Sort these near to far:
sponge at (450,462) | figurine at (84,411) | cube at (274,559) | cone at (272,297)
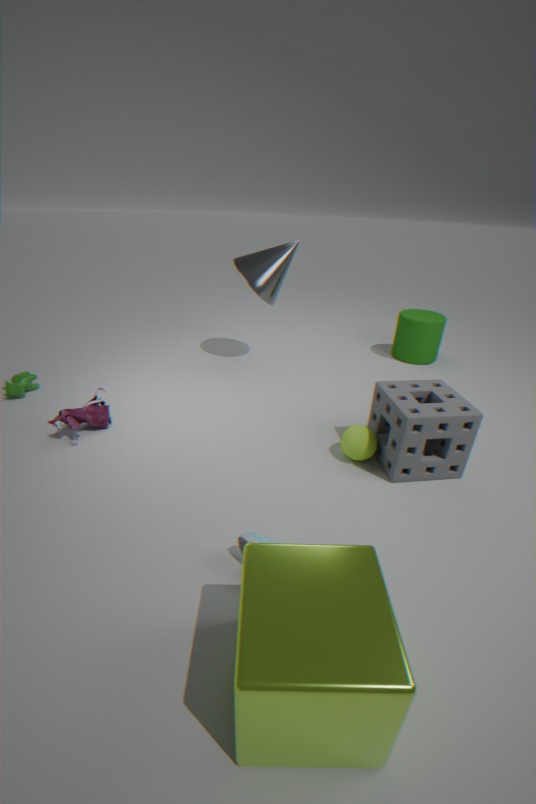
cube at (274,559)
sponge at (450,462)
figurine at (84,411)
cone at (272,297)
